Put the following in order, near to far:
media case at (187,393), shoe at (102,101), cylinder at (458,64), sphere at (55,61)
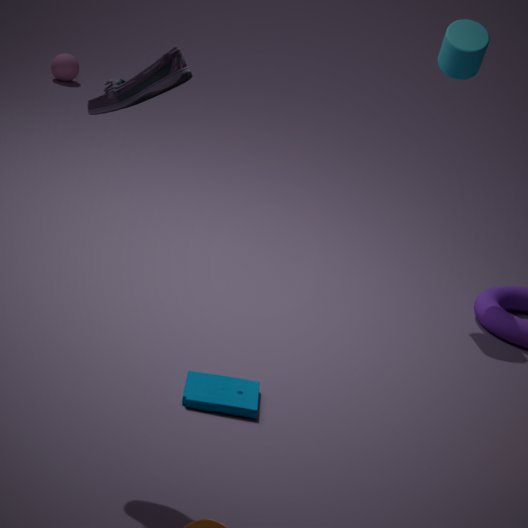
shoe at (102,101) → media case at (187,393) → cylinder at (458,64) → sphere at (55,61)
